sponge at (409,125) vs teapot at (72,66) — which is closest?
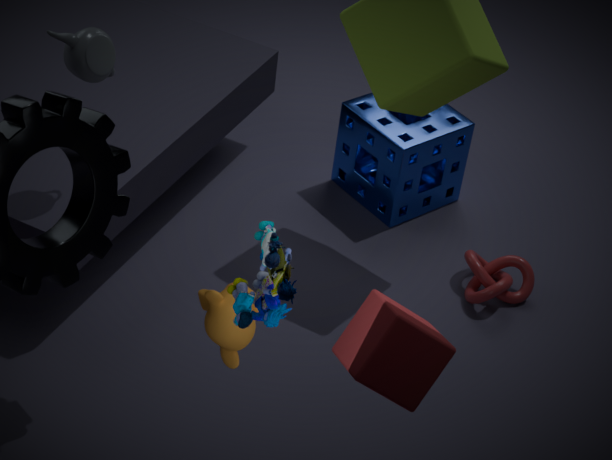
teapot at (72,66)
